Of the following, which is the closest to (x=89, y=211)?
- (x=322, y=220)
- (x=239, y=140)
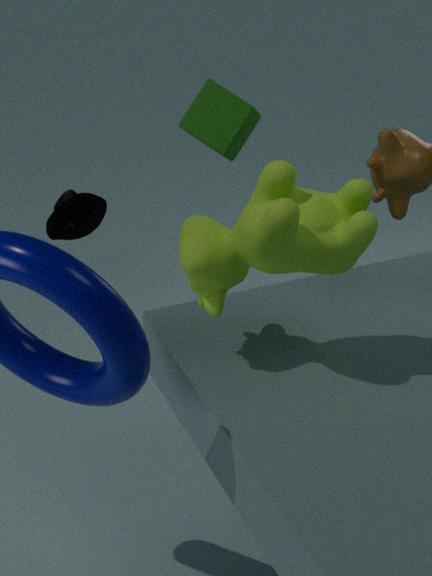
(x=239, y=140)
